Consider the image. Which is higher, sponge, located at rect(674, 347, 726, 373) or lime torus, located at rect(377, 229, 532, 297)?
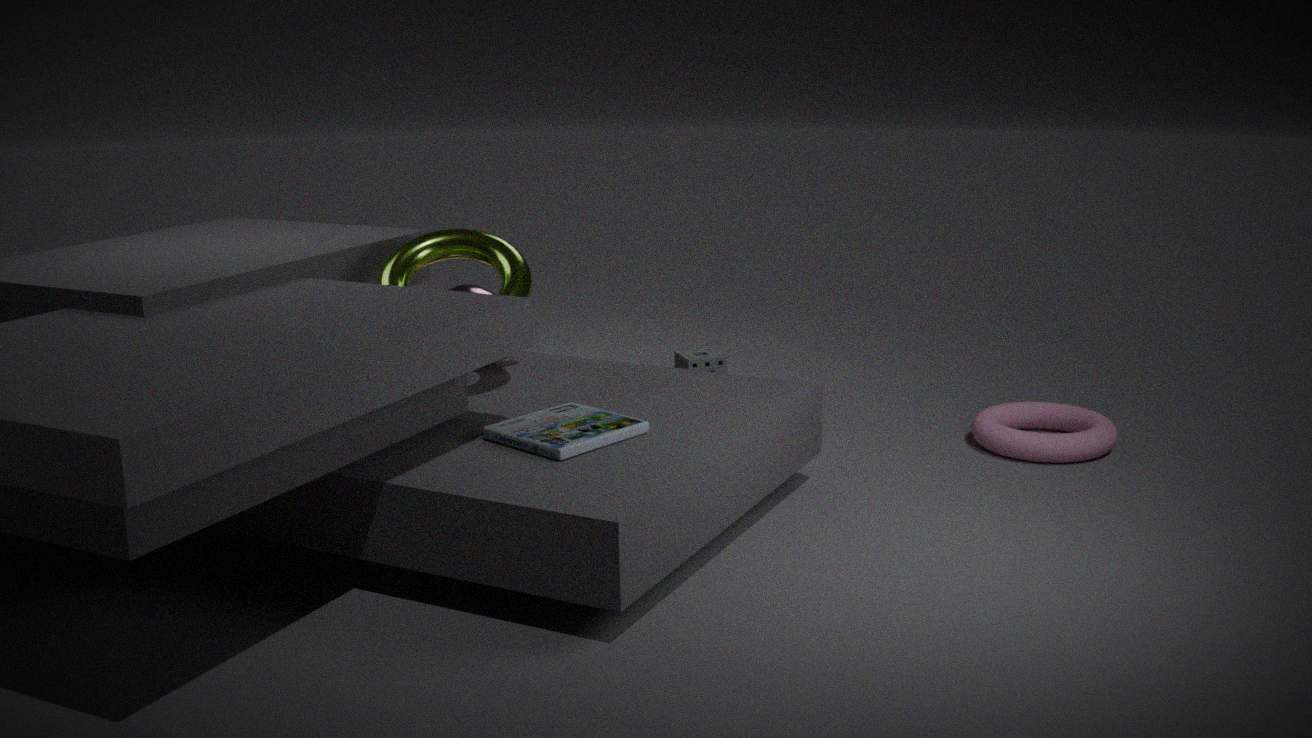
lime torus, located at rect(377, 229, 532, 297)
